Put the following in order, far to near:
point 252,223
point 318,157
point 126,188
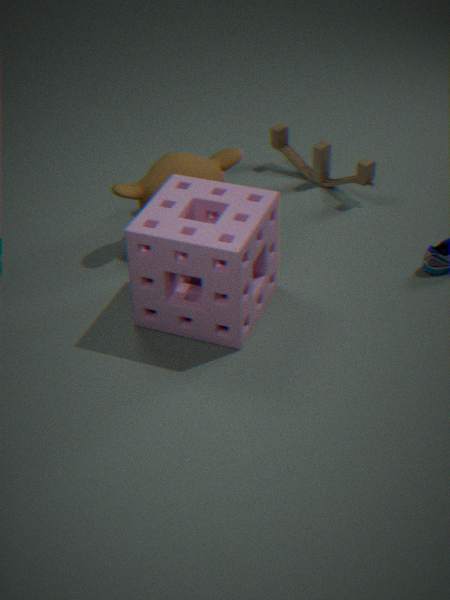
point 318,157, point 126,188, point 252,223
